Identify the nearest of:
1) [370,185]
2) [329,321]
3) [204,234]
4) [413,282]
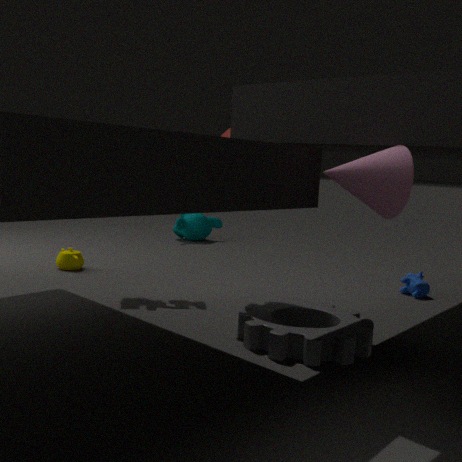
1. [370,185]
